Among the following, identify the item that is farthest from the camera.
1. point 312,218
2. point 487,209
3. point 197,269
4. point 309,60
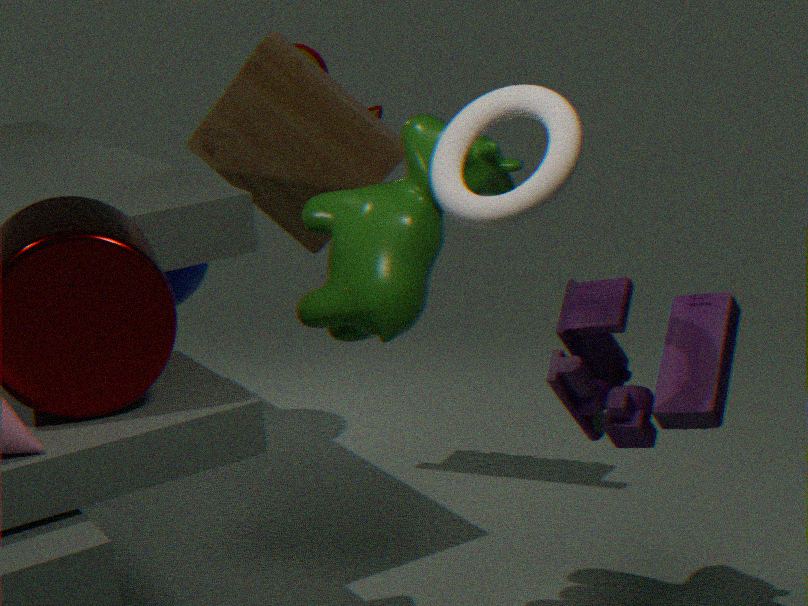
point 197,269
